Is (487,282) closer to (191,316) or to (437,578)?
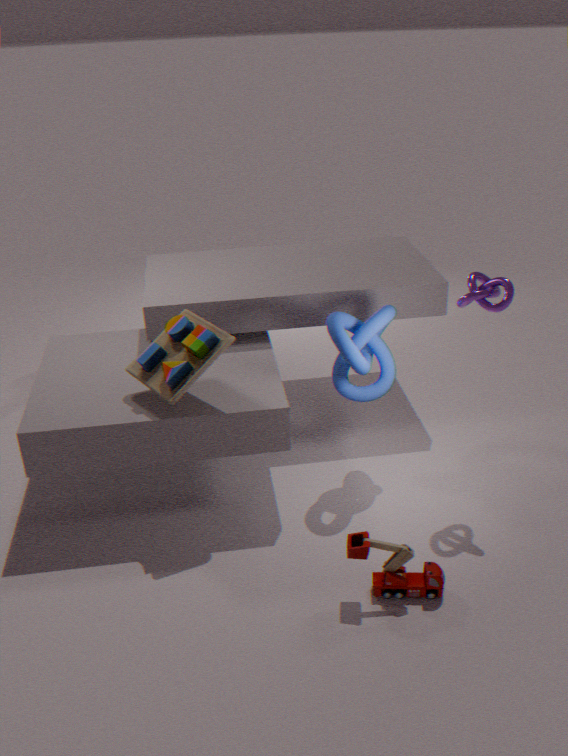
(437,578)
